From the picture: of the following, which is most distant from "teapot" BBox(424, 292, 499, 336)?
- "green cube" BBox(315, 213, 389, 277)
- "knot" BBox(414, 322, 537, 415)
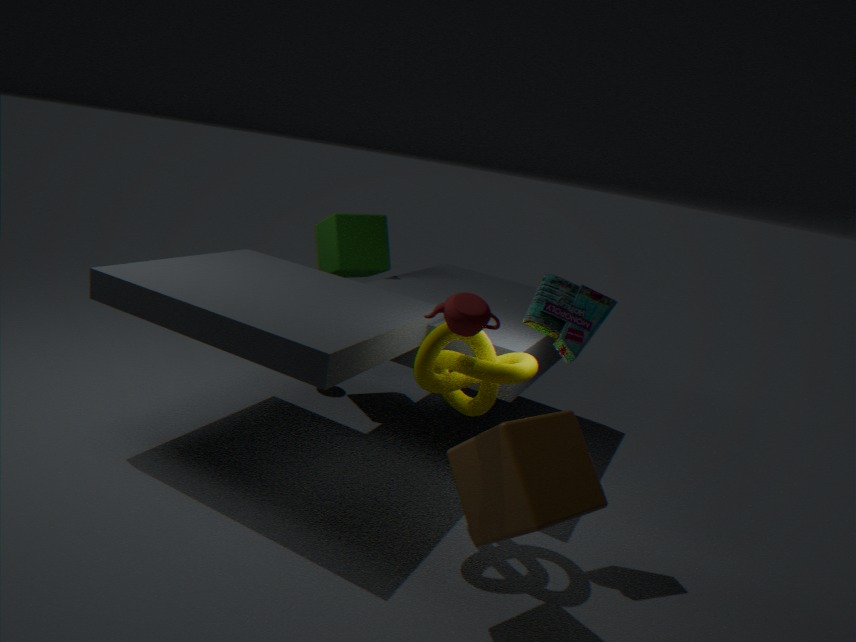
"green cube" BBox(315, 213, 389, 277)
